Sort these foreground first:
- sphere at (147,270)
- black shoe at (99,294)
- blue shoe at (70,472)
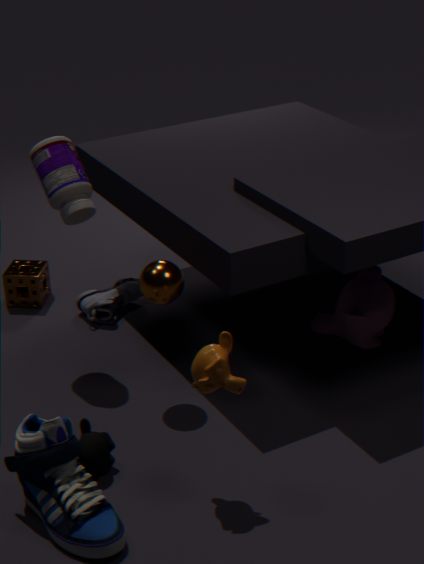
1. blue shoe at (70,472)
2. sphere at (147,270)
3. black shoe at (99,294)
